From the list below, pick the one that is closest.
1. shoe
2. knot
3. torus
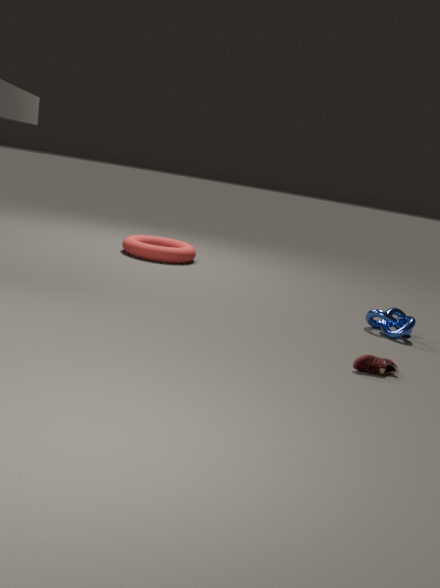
shoe
